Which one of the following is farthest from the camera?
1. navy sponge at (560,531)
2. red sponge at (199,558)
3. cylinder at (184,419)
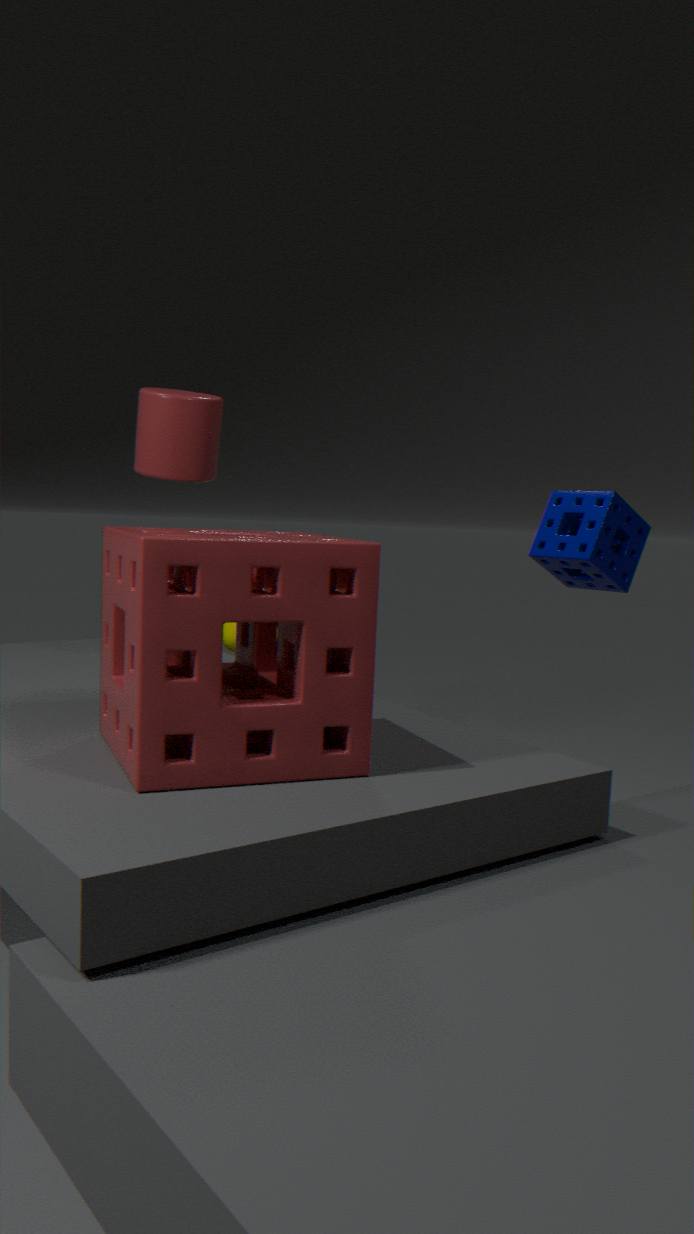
navy sponge at (560,531)
